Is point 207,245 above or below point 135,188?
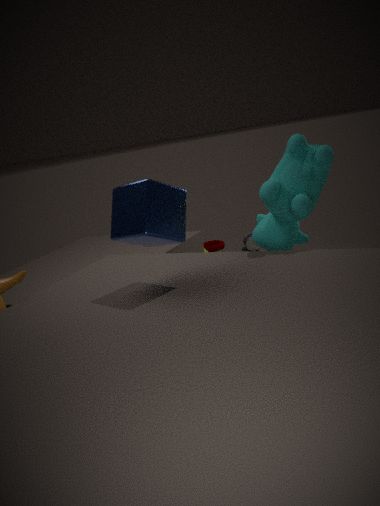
below
